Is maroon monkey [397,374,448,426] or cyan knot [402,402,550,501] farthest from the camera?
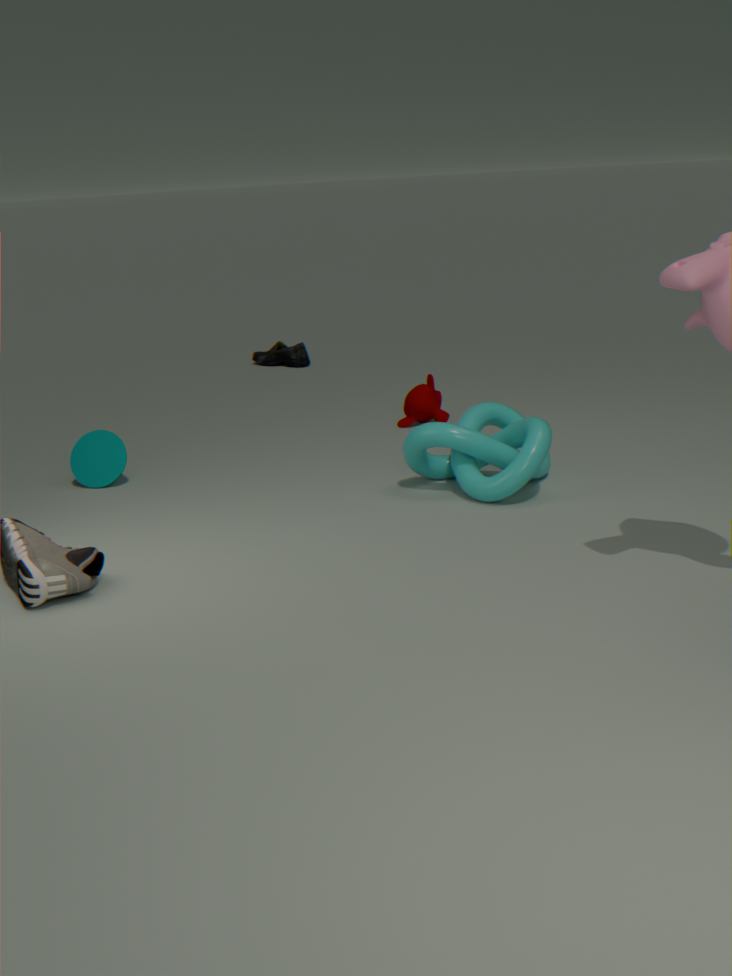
maroon monkey [397,374,448,426]
